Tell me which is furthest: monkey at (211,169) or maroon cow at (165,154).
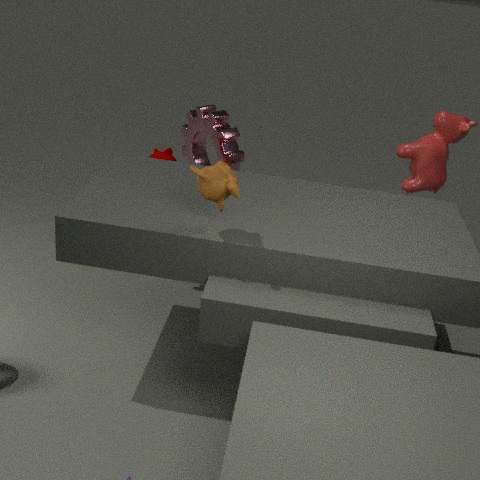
maroon cow at (165,154)
